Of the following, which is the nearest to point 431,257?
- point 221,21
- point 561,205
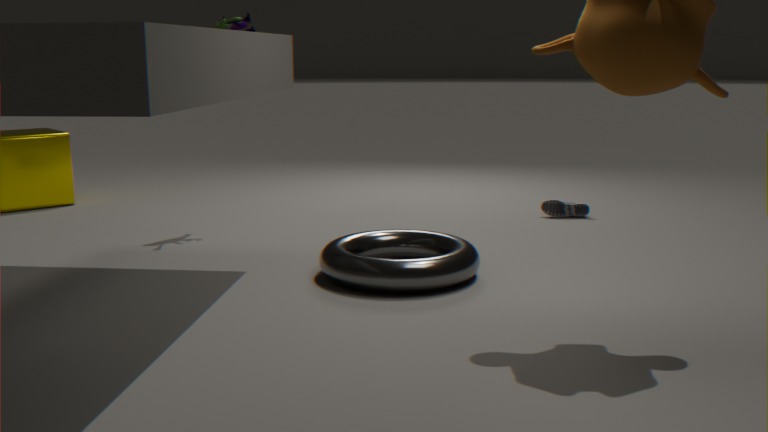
point 561,205
